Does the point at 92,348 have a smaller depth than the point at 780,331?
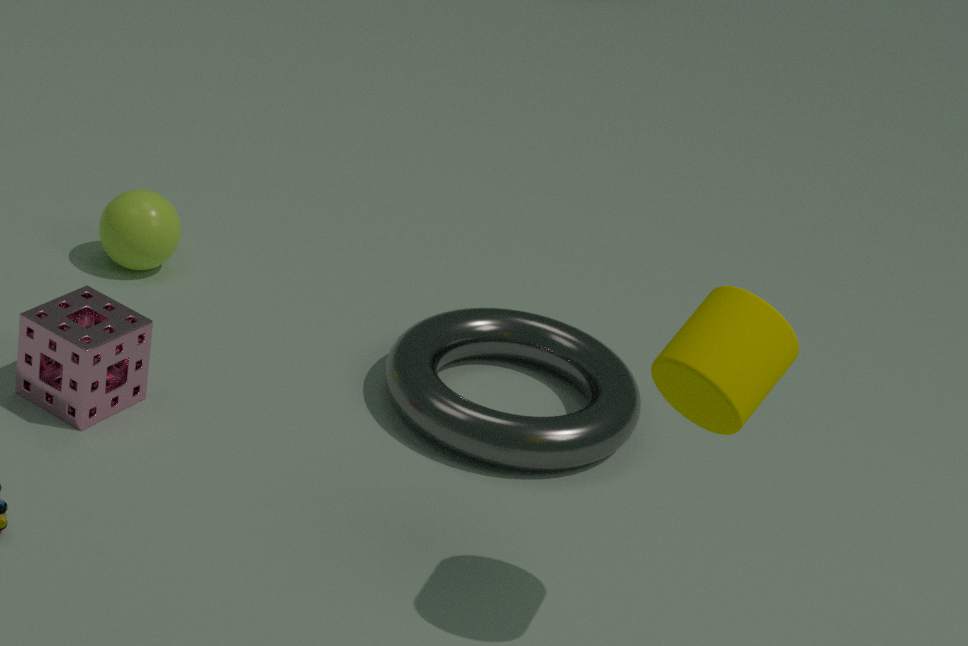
No
